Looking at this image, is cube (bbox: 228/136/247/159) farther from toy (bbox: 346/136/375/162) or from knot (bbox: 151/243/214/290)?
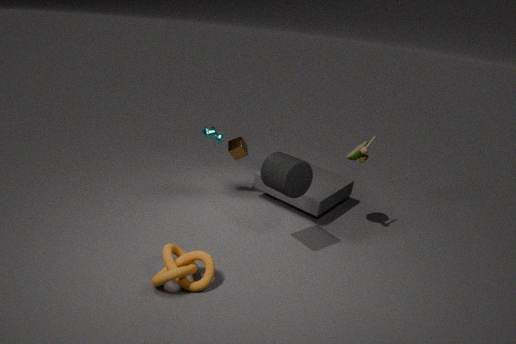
knot (bbox: 151/243/214/290)
